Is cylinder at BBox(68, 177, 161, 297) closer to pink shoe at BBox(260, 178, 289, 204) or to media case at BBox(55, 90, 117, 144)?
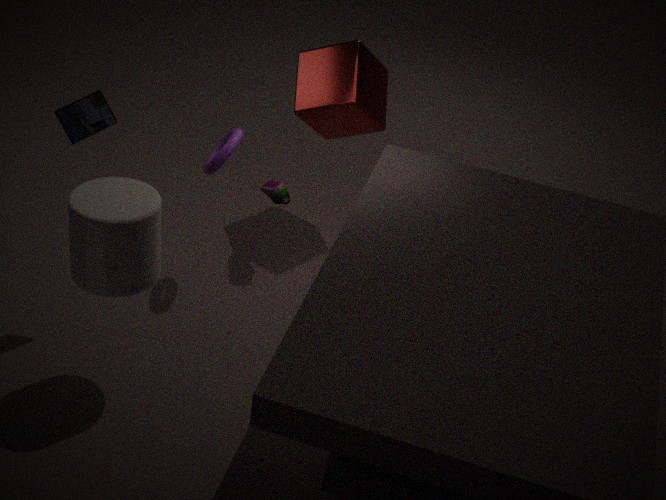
media case at BBox(55, 90, 117, 144)
